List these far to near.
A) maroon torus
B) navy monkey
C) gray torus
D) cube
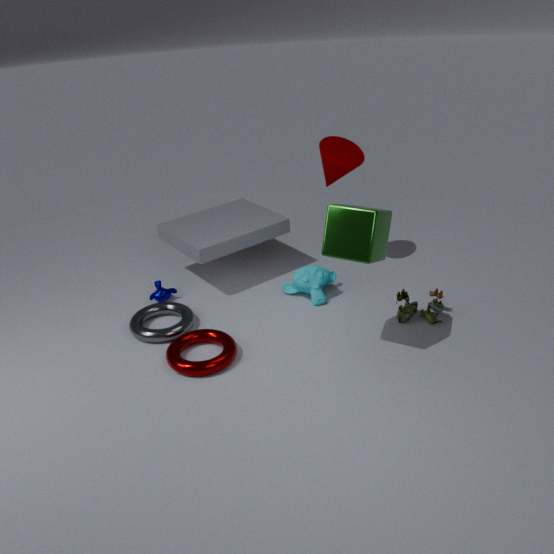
navy monkey → gray torus → maroon torus → cube
